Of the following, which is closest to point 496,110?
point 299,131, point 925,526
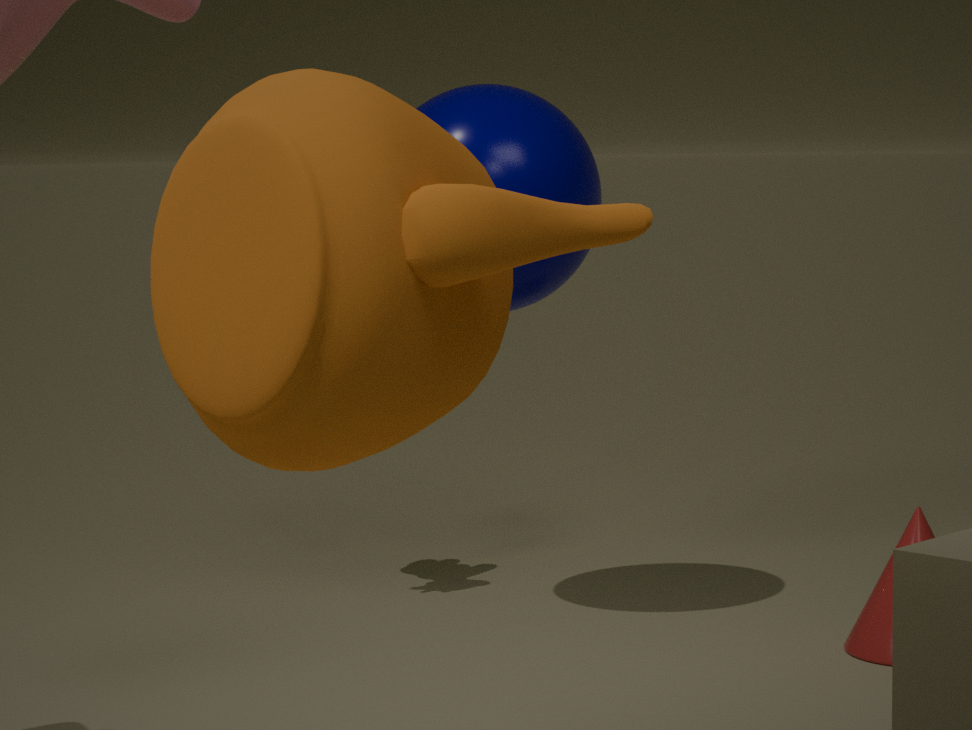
point 925,526
